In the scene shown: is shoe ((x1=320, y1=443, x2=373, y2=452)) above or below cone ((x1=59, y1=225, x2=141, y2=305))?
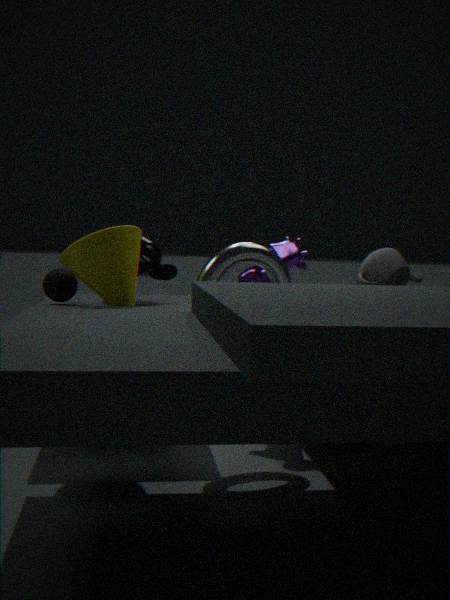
below
